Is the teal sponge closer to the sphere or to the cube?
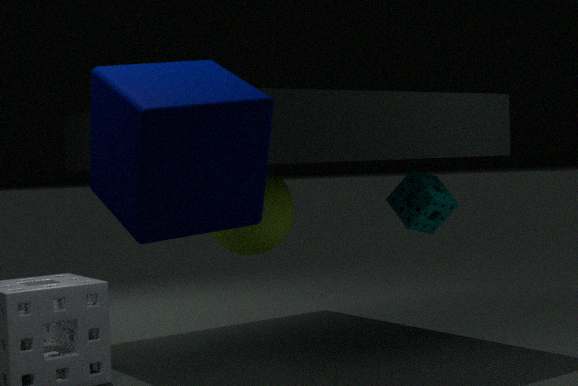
the sphere
